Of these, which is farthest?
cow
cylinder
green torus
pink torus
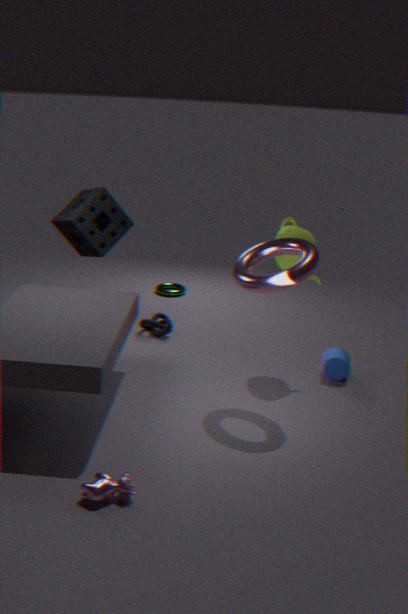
green torus
